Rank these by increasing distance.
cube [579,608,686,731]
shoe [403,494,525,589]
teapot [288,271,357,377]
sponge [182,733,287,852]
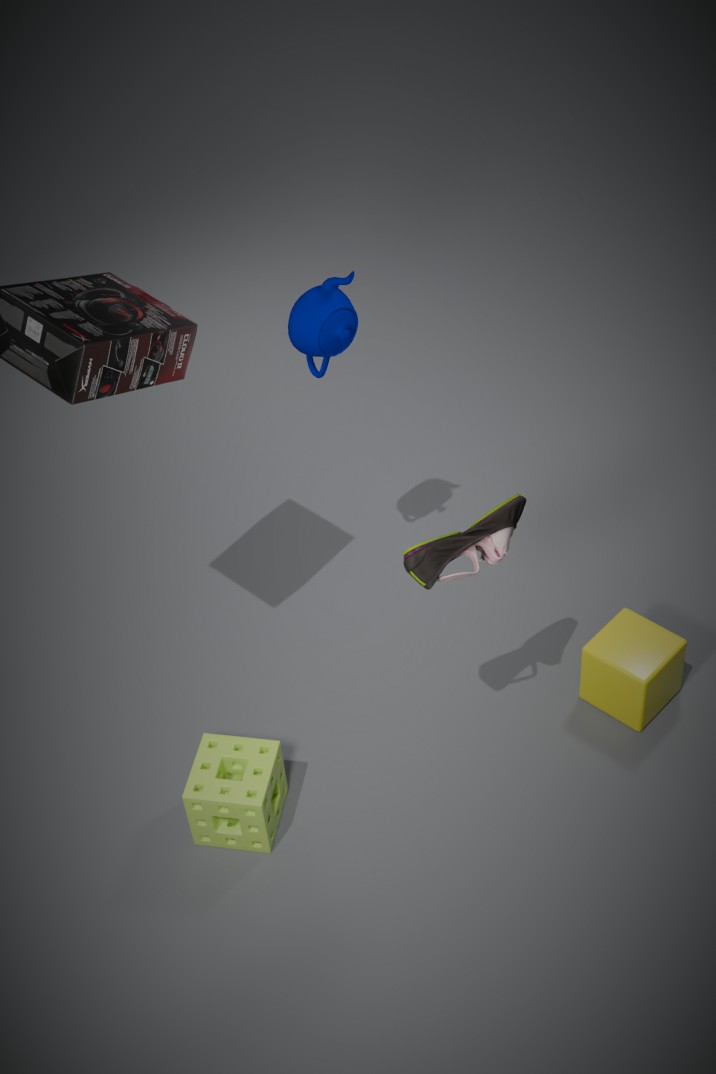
shoe [403,494,525,589]
sponge [182,733,287,852]
teapot [288,271,357,377]
cube [579,608,686,731]
